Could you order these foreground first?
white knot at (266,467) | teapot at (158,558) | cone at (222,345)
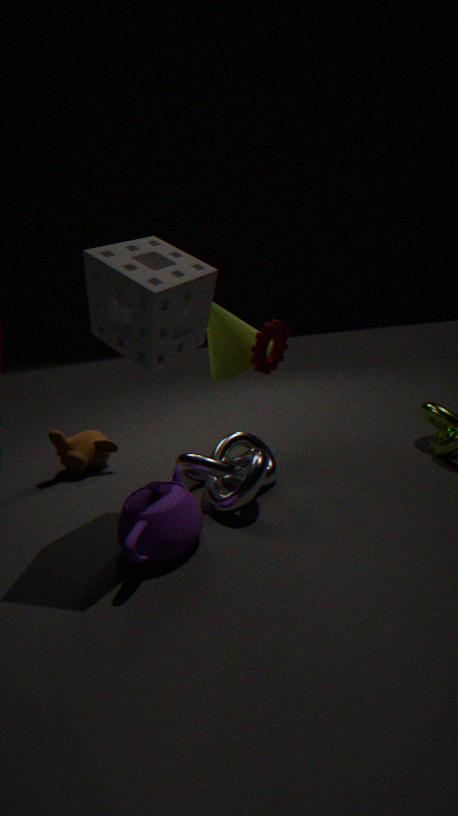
teapot at (158,558) < white knot at (266,467) < cone at (222,345)
